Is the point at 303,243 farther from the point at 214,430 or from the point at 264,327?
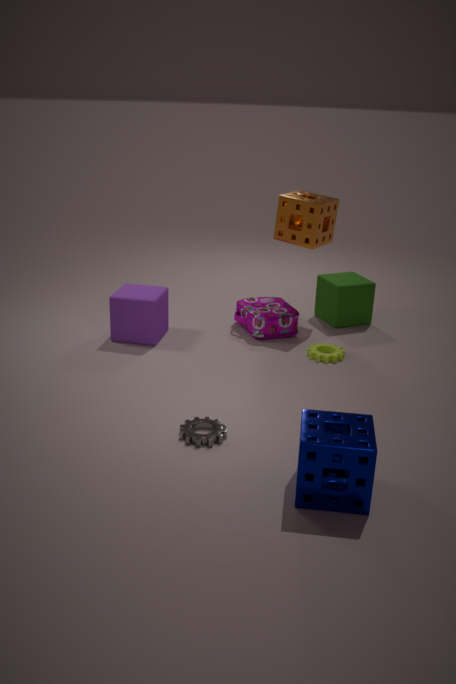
the point at 214,430
